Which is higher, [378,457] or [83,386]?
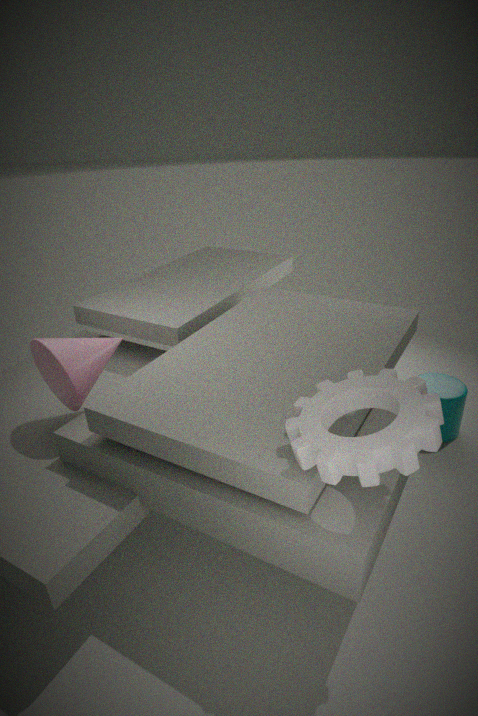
[378,457]
